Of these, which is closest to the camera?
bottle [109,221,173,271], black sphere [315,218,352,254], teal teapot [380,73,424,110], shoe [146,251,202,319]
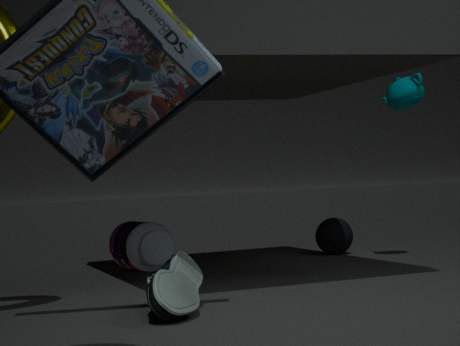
shoe [146,251,202,319]
